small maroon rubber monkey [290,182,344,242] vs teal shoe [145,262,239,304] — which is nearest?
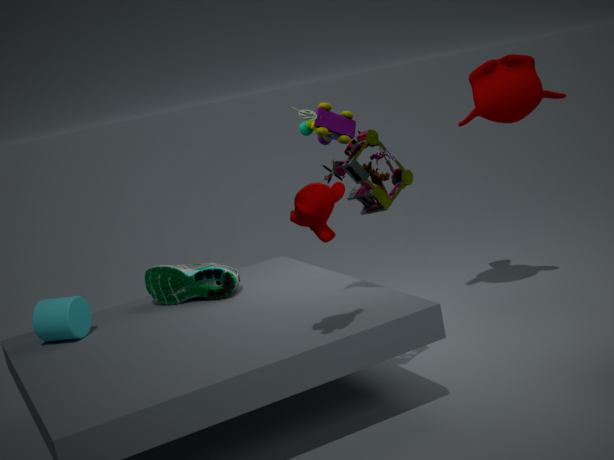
small maroon rubber monkey [290,182,344,242]
